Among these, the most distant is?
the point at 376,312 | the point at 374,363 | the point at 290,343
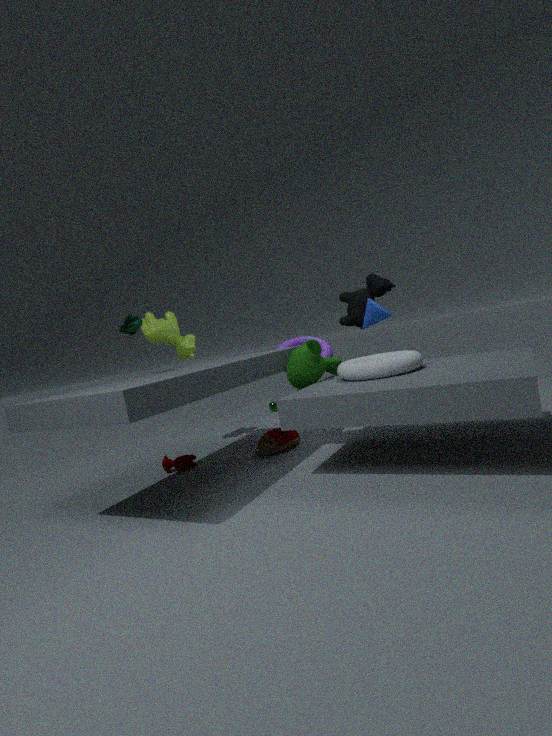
the point at 290,343
